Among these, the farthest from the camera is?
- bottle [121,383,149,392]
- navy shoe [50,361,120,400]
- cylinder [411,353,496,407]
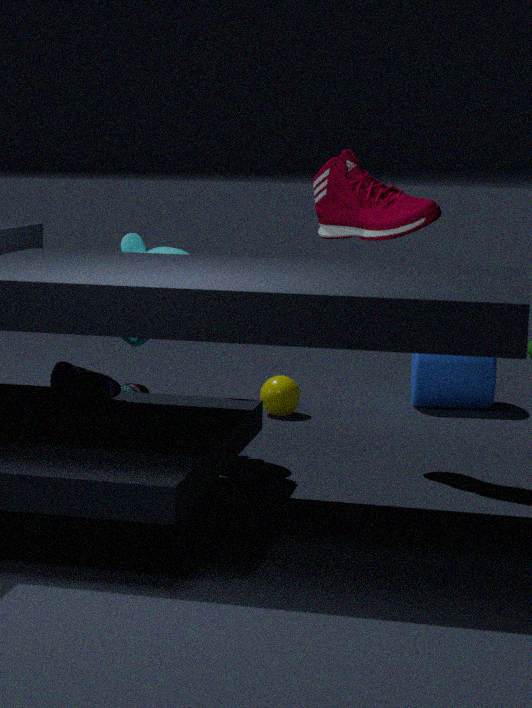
cylinder [411,353,496,407]
